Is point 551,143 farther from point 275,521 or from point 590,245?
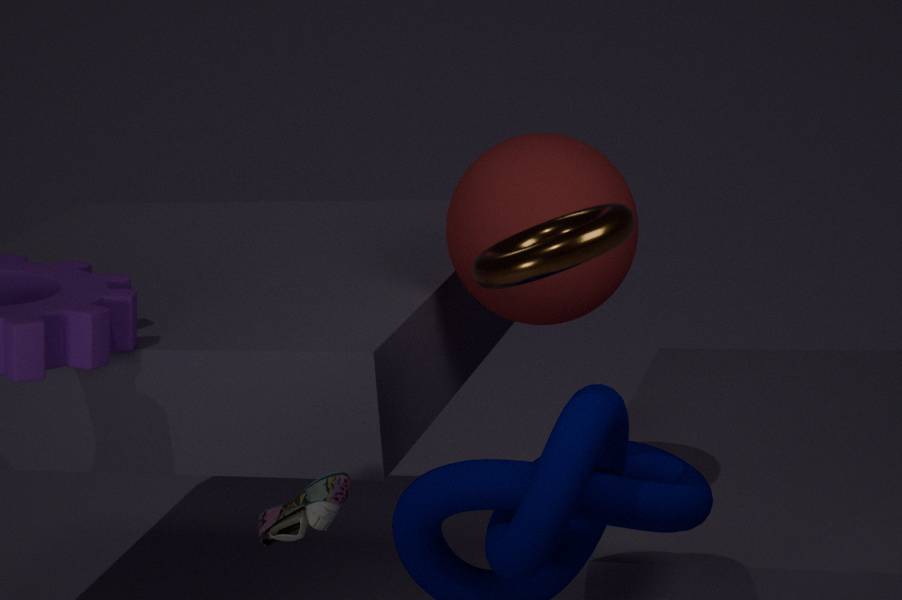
point 275,521
